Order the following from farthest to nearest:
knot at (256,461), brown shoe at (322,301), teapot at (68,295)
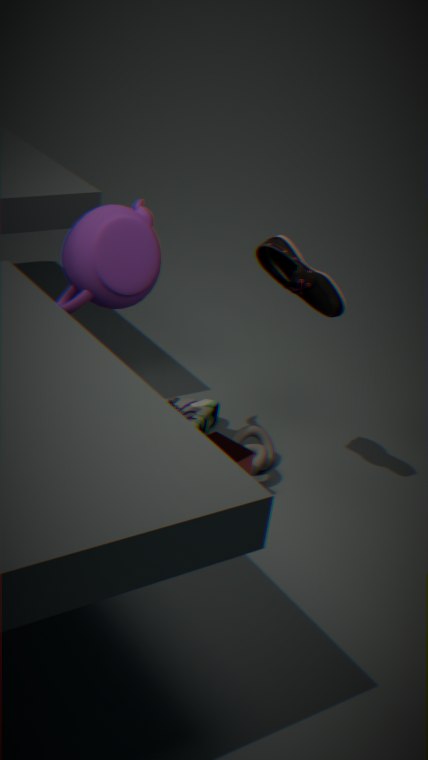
knot at (256,461) < brown shoe at (322,301) < teapot at (68,295)
